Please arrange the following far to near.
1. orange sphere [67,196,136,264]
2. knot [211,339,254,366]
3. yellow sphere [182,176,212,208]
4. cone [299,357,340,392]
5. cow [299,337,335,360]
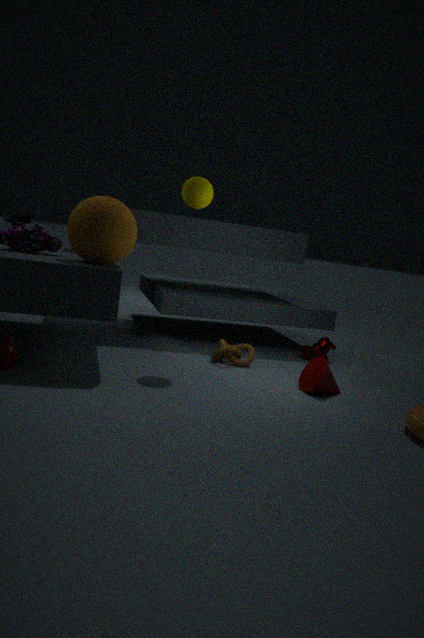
cow [299,337,335,360], knot [211,339,254,366], yellow sphere [182,176,212,208], cone [299,357,340,392], orange sphere [67,196,136,264]
